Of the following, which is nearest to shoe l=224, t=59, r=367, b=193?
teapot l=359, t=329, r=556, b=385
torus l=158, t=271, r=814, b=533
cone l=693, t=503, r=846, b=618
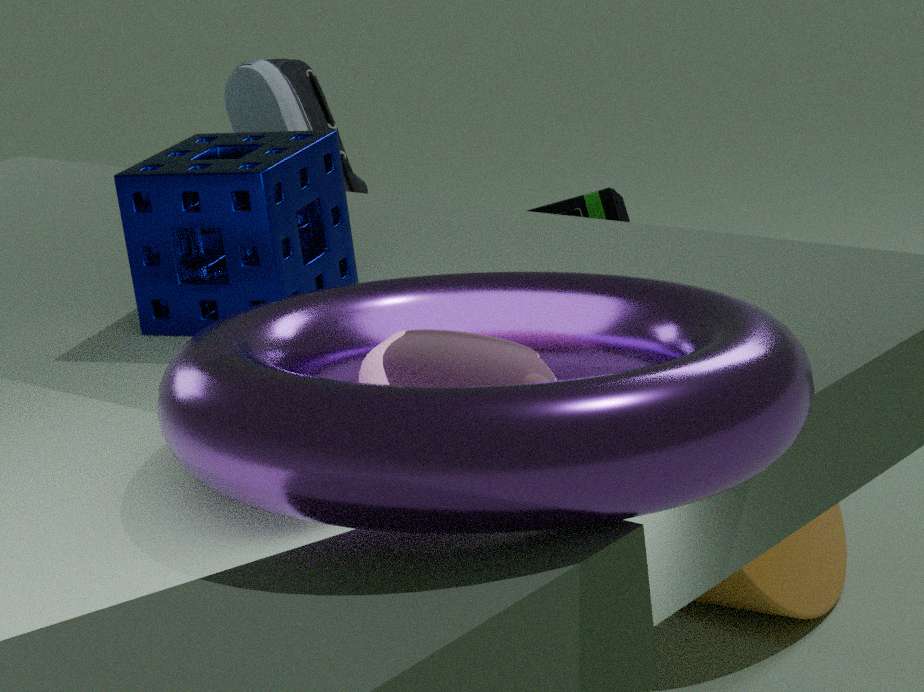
cone l=693, t=503, r=846, b=618
